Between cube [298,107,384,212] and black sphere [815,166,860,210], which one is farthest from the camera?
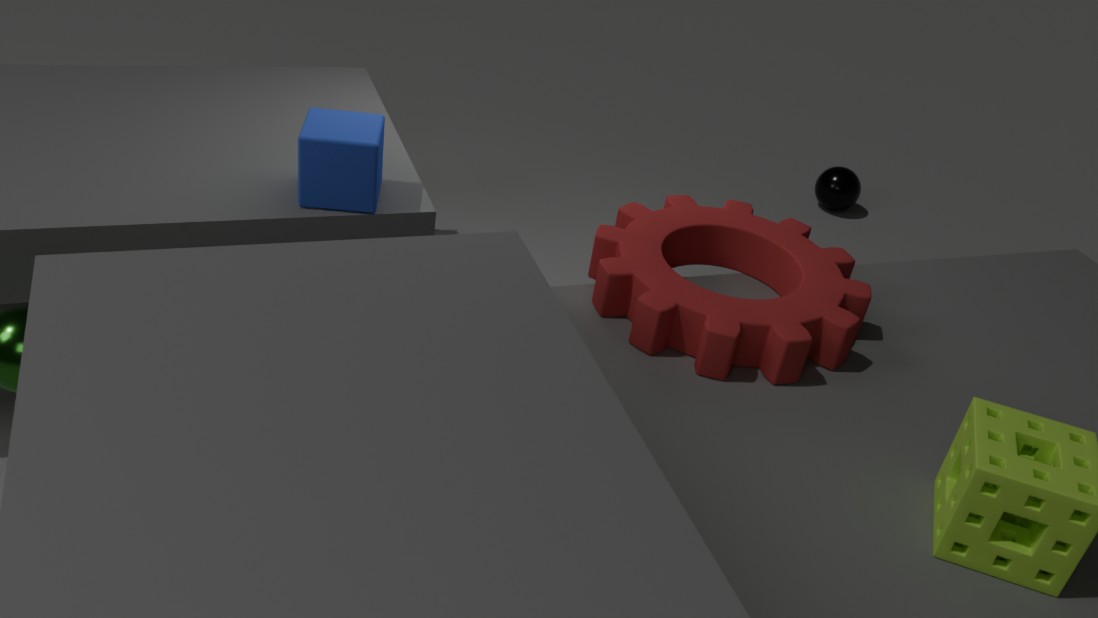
black sphere [815,166,860,210]
